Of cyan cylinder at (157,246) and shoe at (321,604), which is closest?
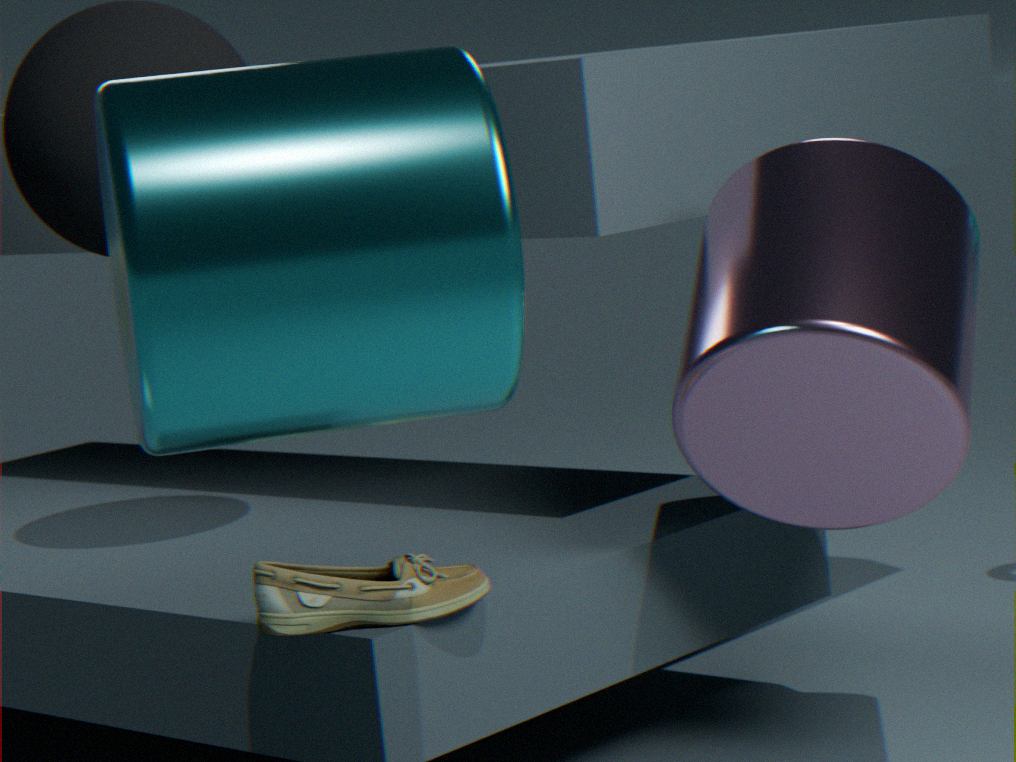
cyan cylinder at (157,246)
